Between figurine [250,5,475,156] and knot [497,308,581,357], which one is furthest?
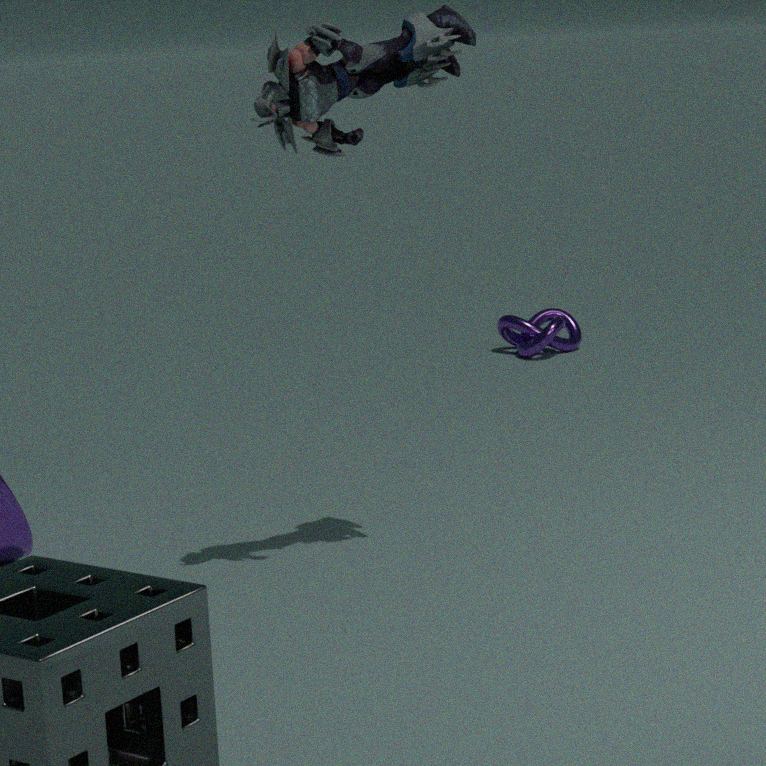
knot [497,308,581,357]
